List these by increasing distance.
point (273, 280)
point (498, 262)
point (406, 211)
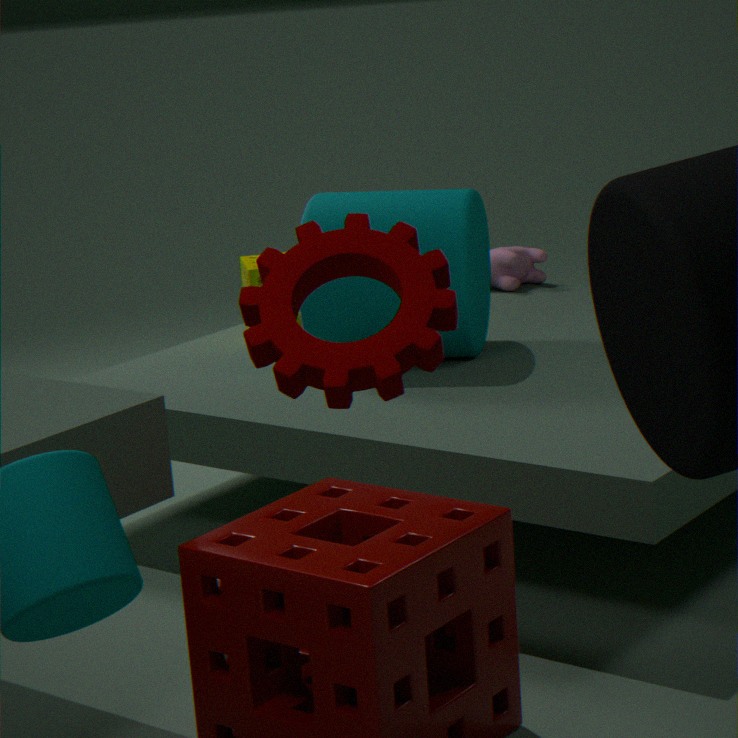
point (273, 280), point (406, 211), point (498, 262)
